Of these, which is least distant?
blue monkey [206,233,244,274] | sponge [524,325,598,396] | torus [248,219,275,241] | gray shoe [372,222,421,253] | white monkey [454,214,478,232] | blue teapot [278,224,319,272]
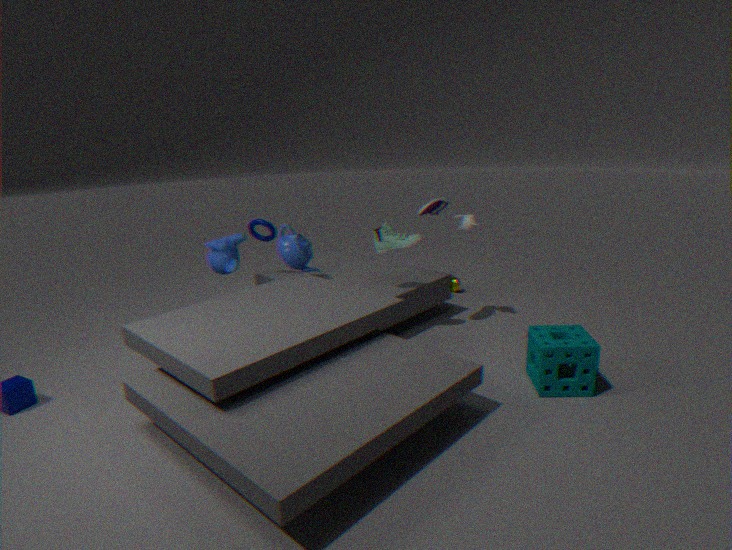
sponge [524,325,598,396]
